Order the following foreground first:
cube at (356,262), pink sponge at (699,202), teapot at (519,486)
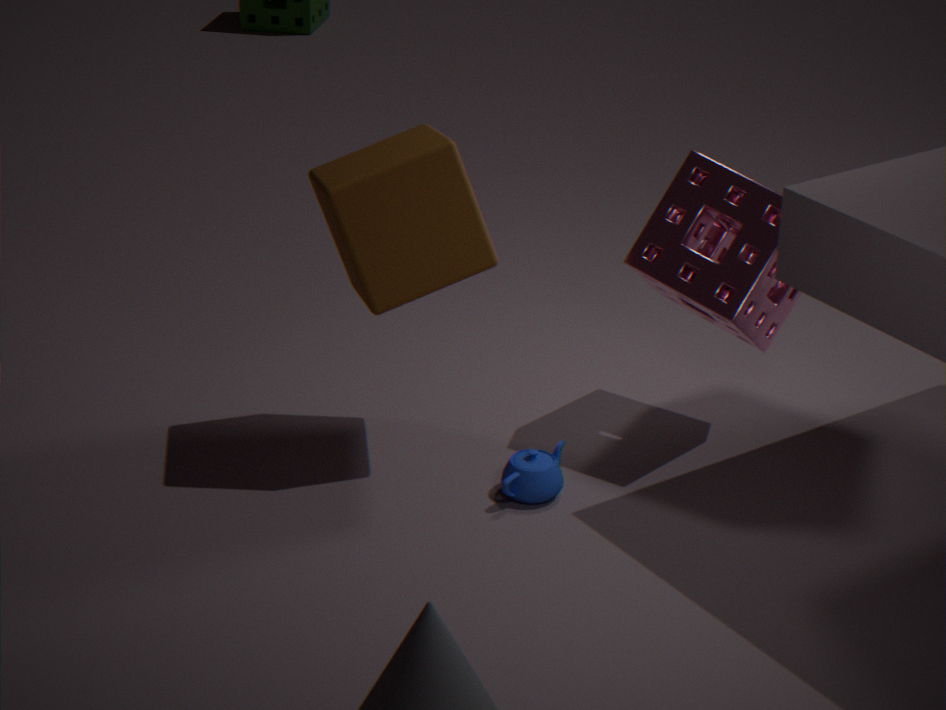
cube at (356,262), pink sponge at (699,202), teapot at (519,486)
